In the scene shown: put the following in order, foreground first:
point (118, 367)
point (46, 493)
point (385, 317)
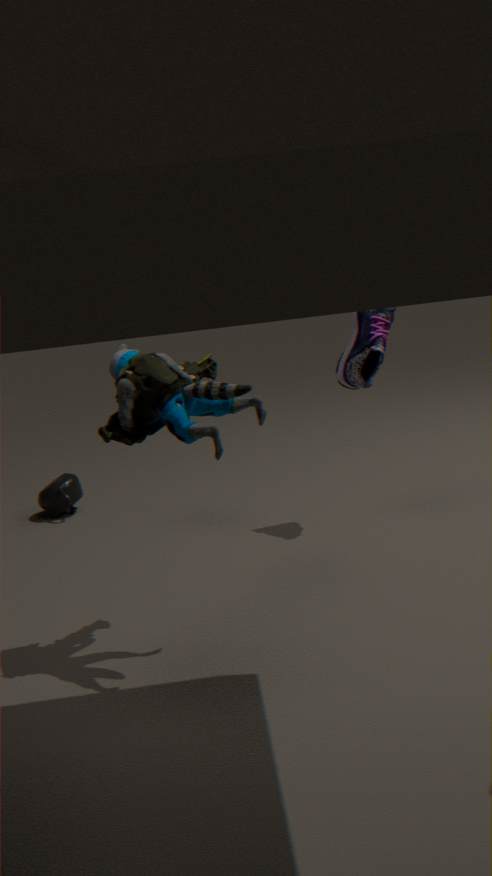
point (118, 367)
point (385, 317)
point (46, 493)
